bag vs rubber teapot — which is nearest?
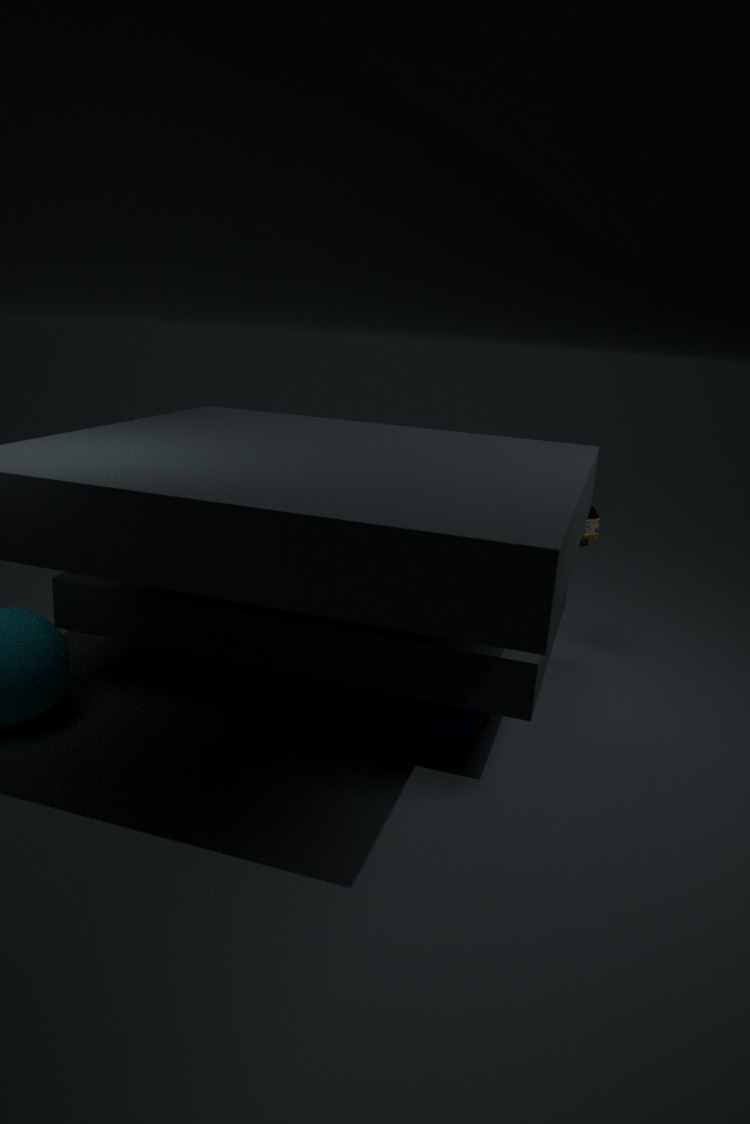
rubber teapot
